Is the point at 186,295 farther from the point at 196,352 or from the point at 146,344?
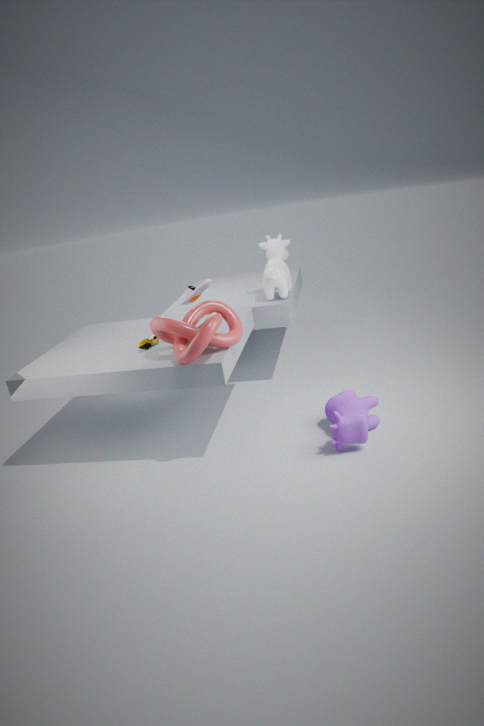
the point at 146,344
